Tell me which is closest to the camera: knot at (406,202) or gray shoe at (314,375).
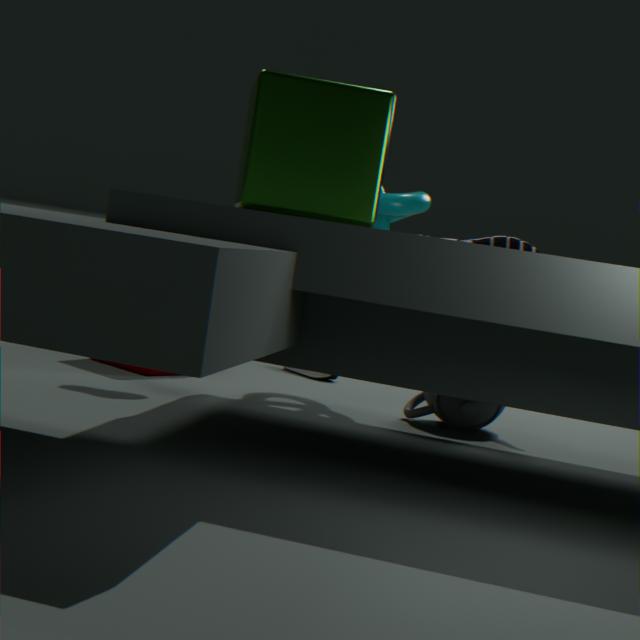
knot at (406,202)
